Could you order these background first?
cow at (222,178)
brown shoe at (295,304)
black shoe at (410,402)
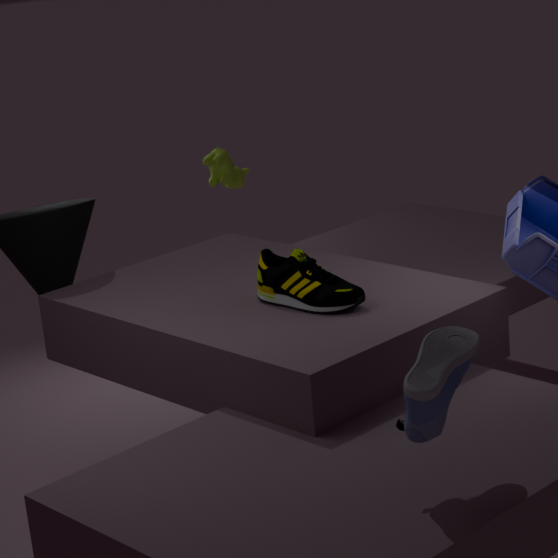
cow at (222,178) → brown shoe at (295,304) → black shoe at (410,402)
